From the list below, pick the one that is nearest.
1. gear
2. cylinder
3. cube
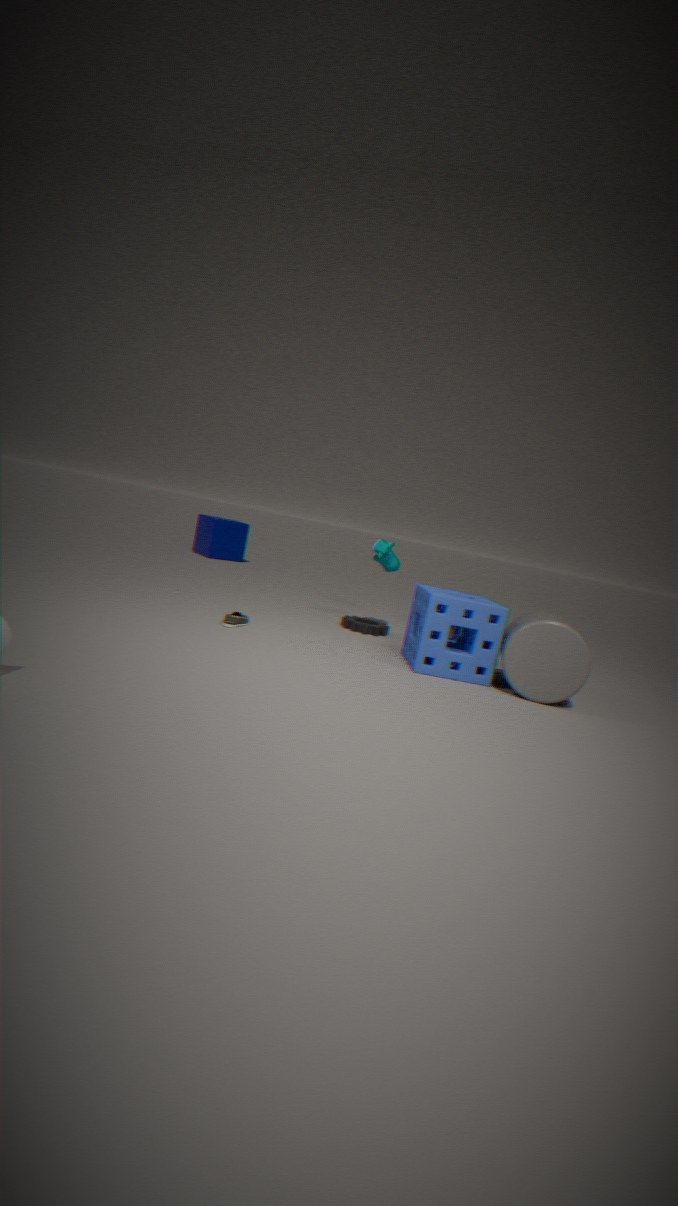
cylinder
